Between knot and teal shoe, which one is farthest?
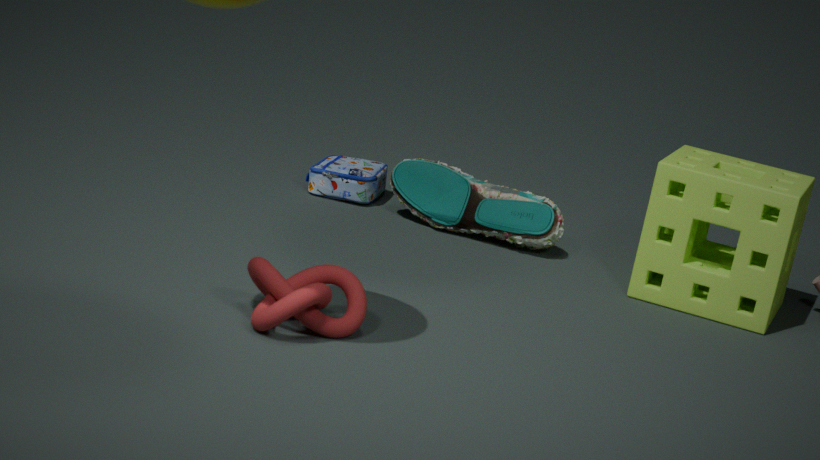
teal shoe
